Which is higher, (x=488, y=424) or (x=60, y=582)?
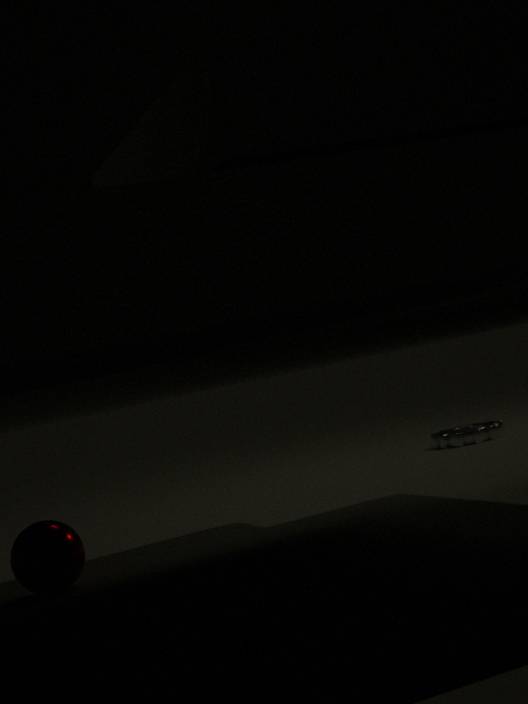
(x=60, y=582)
